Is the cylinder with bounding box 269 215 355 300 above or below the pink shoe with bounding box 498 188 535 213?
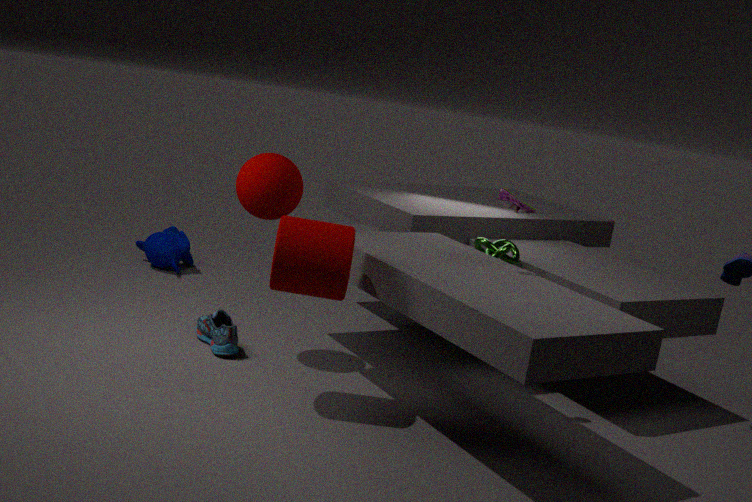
below
